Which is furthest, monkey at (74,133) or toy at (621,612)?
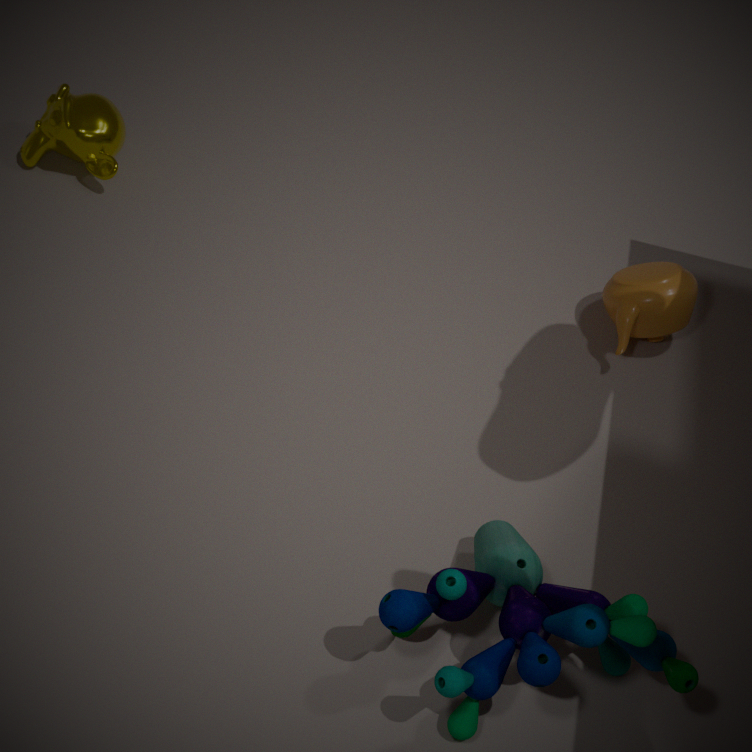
monkey at (74,133)
